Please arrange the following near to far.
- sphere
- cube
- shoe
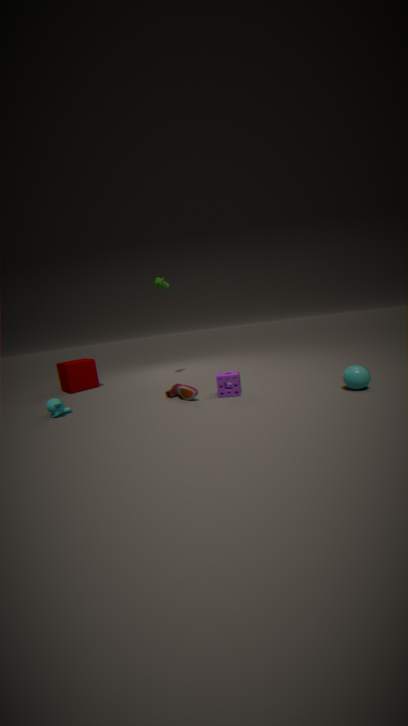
1. sphere
2. shoe
3. cube
